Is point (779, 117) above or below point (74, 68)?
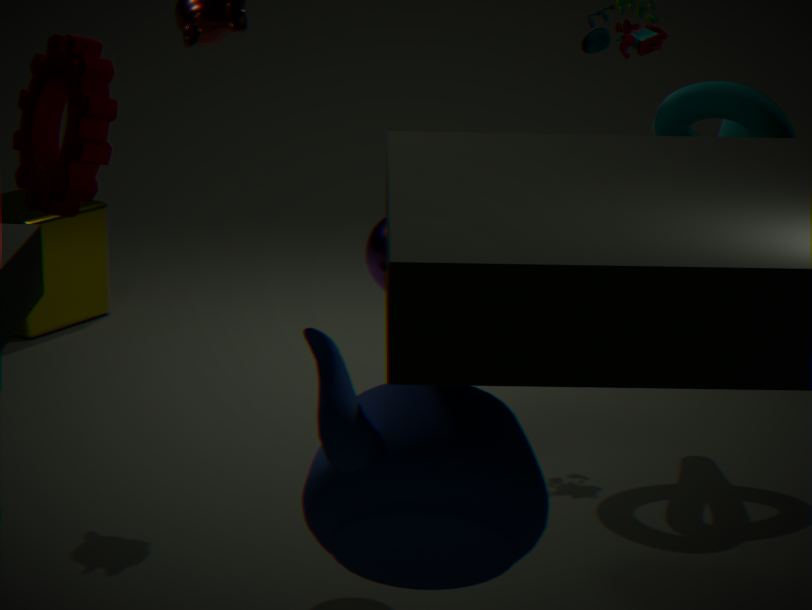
below
